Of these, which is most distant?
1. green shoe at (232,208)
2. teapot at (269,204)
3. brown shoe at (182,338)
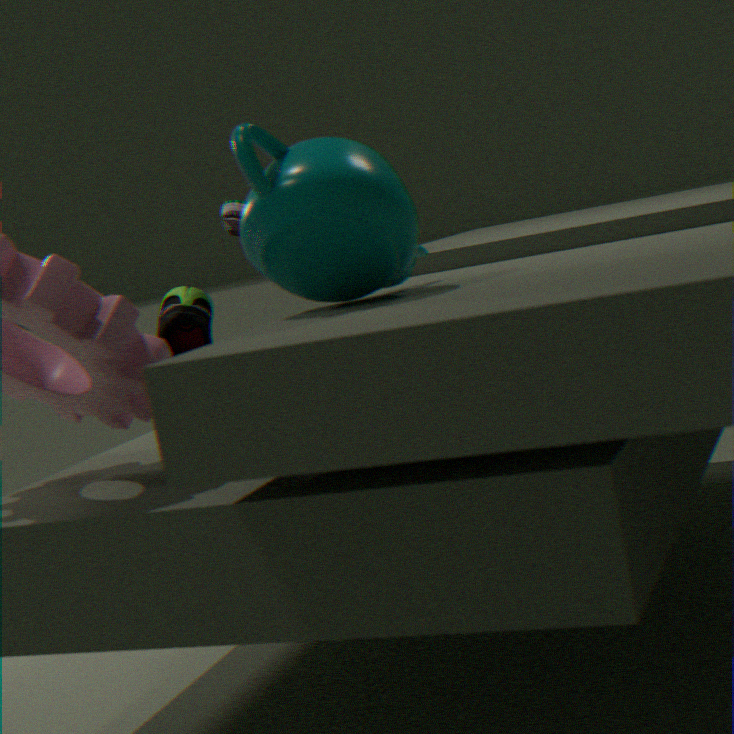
brown shoe at (182,338)
